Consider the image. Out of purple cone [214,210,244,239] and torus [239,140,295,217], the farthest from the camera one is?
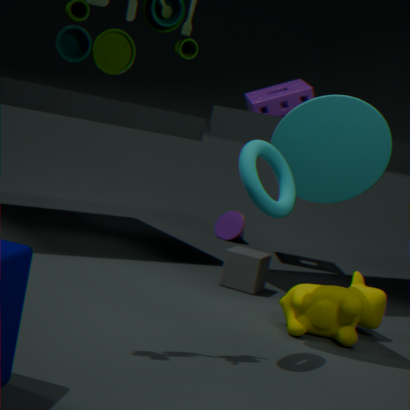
purple cone [214,210,244,239]
